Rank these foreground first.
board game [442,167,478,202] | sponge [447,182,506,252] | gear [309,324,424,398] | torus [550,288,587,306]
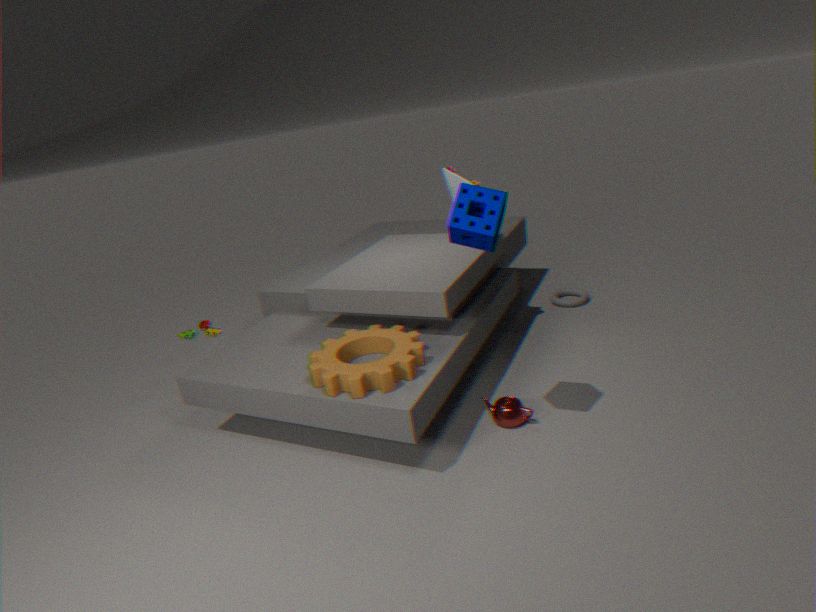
sponge [447,182,506,252]
gear [309,324,424,398]
board game [442,167,478,202]
torus [550,288,587,306]
